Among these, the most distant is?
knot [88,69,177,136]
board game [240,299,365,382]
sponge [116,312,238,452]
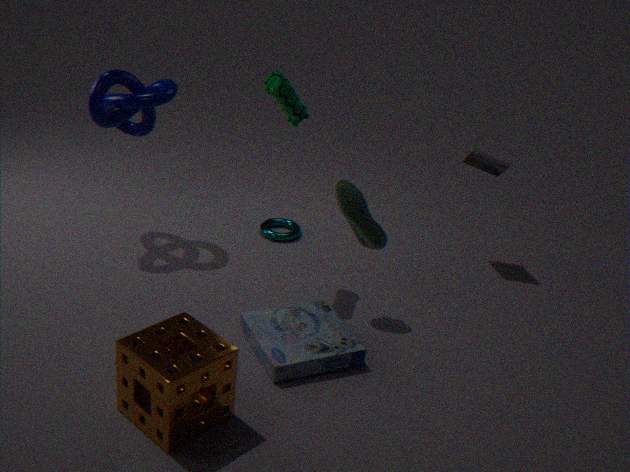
knot [88,69,177,136]
